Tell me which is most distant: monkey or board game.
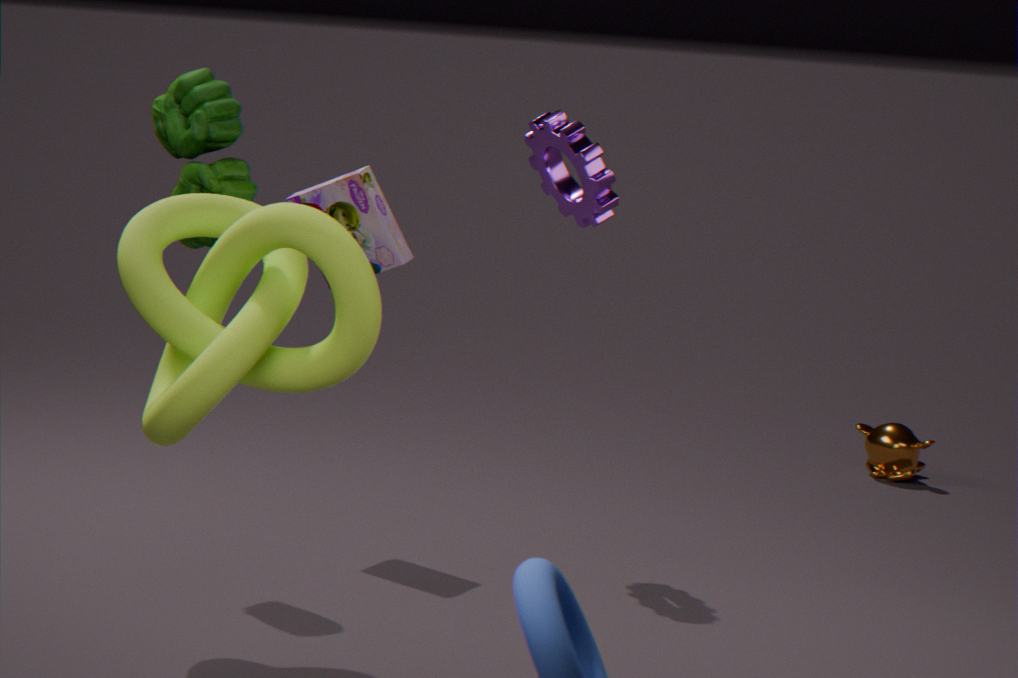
monkey
